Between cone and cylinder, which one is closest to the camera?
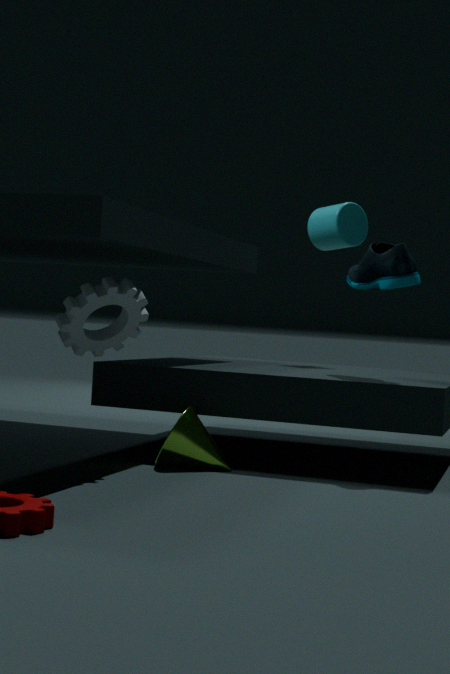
cone
